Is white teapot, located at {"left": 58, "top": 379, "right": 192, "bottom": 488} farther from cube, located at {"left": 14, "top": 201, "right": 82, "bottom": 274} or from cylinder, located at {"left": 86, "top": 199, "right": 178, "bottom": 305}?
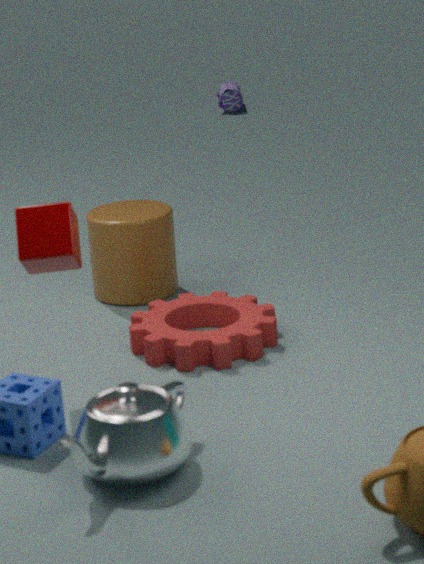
cylinder, located at {"left": 86, "top": 199, "right": 178, "bottom": 305}
